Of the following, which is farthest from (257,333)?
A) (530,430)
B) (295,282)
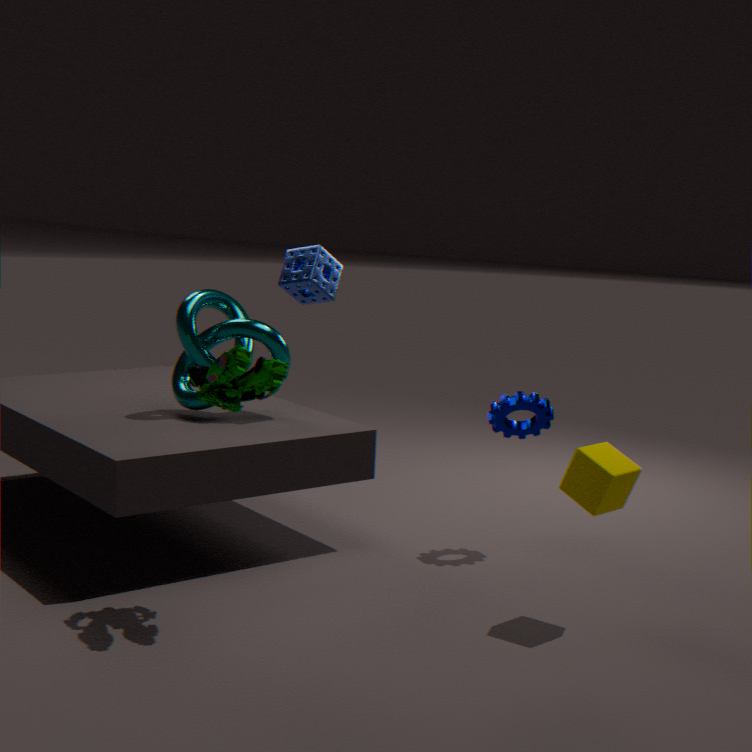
(530,430)
